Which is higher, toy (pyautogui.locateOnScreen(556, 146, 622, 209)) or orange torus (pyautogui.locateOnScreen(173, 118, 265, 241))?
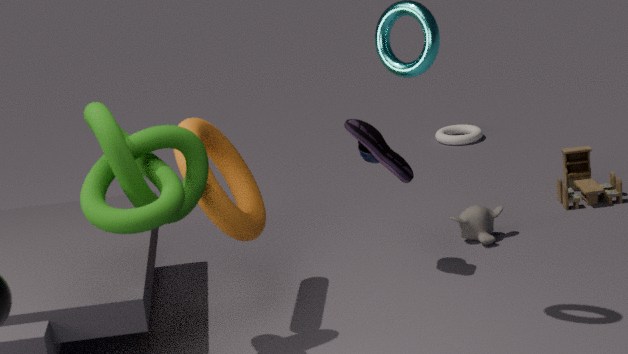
orange torus (pyautogui.locateOnScreen(173, 118, 265, 241))
